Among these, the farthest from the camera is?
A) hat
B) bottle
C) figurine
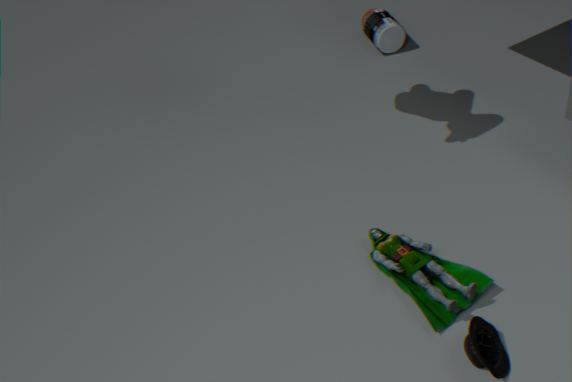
bottle
